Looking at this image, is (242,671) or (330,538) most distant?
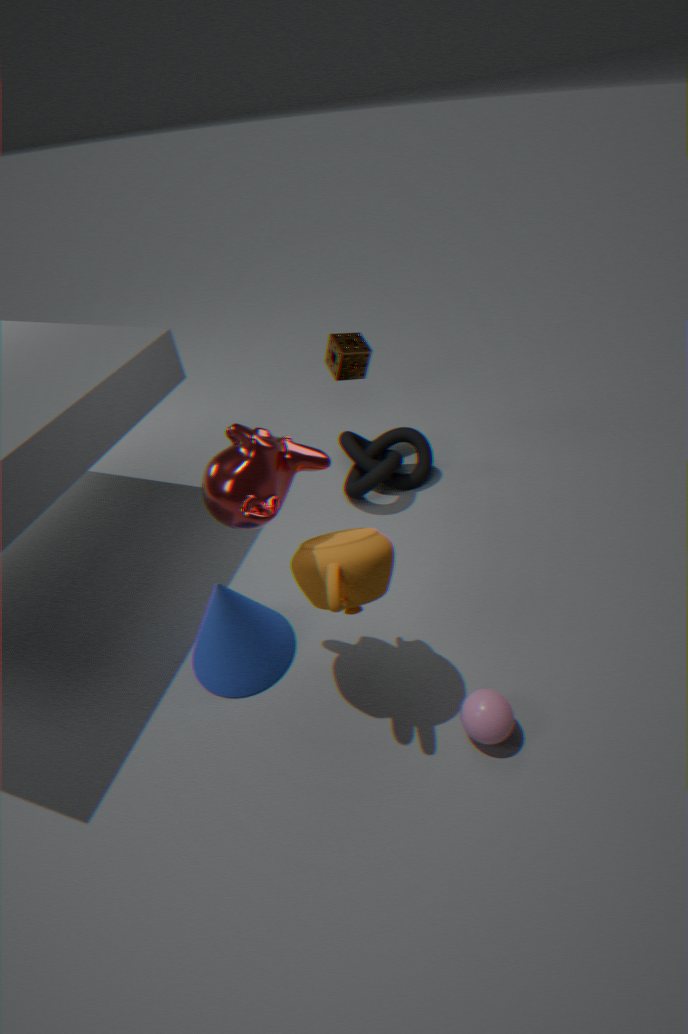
(242,671)
